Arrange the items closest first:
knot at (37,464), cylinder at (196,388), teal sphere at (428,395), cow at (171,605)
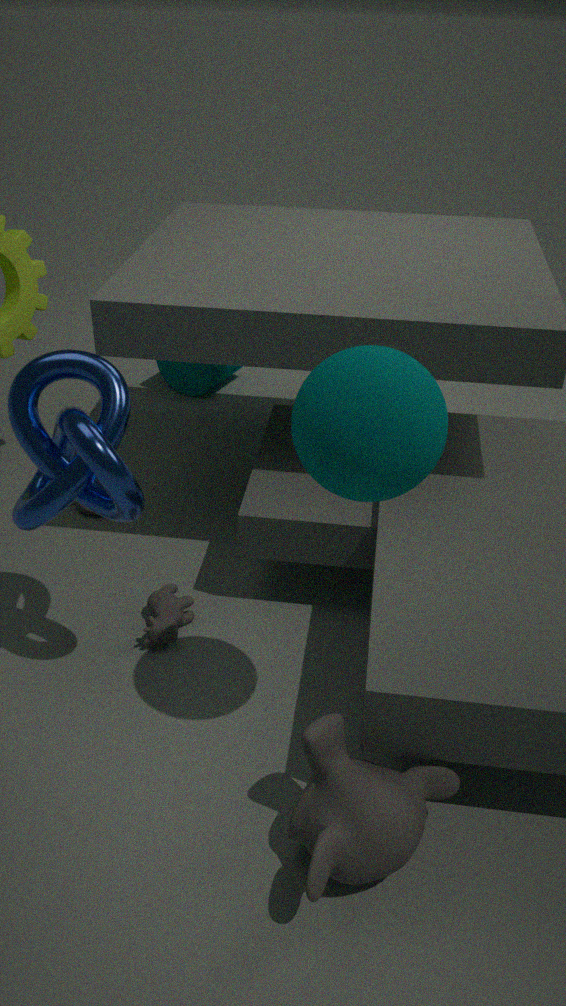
teal sphere at (428,395)
knot at (37,464)
cow at (171,605)
cylinder at (196,388)
